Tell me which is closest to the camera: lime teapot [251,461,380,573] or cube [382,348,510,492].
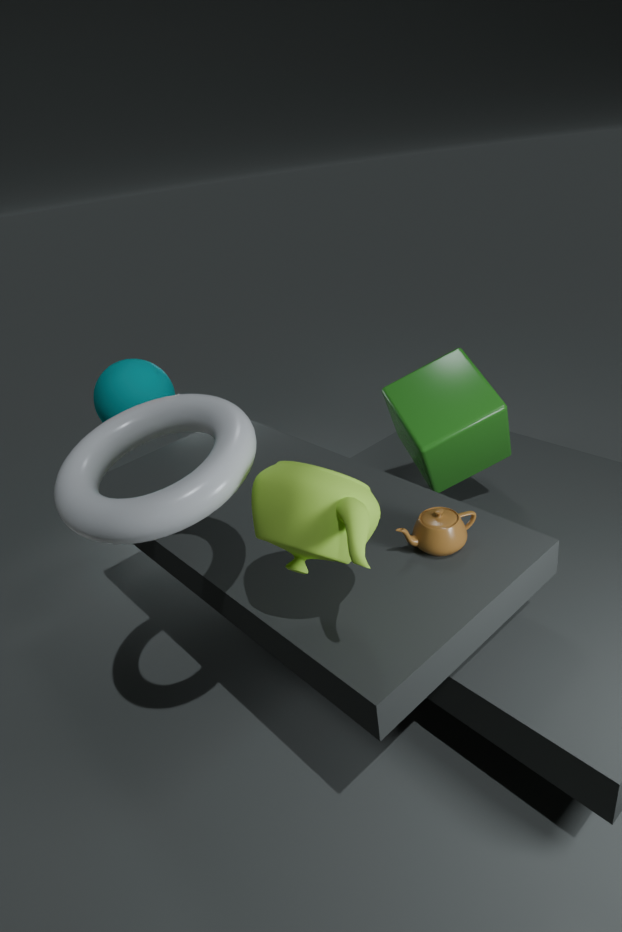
lime teapot [251,461,380,573]
